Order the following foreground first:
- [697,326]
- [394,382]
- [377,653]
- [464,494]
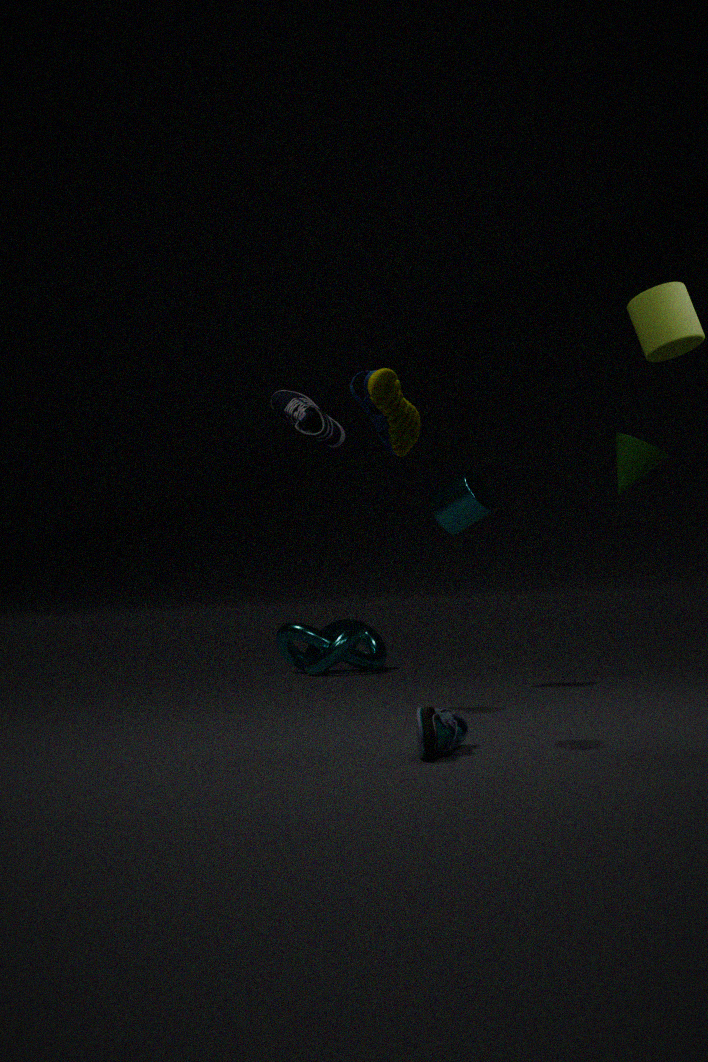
[394,382] < [697,326] < [464,494] < [377,653]
